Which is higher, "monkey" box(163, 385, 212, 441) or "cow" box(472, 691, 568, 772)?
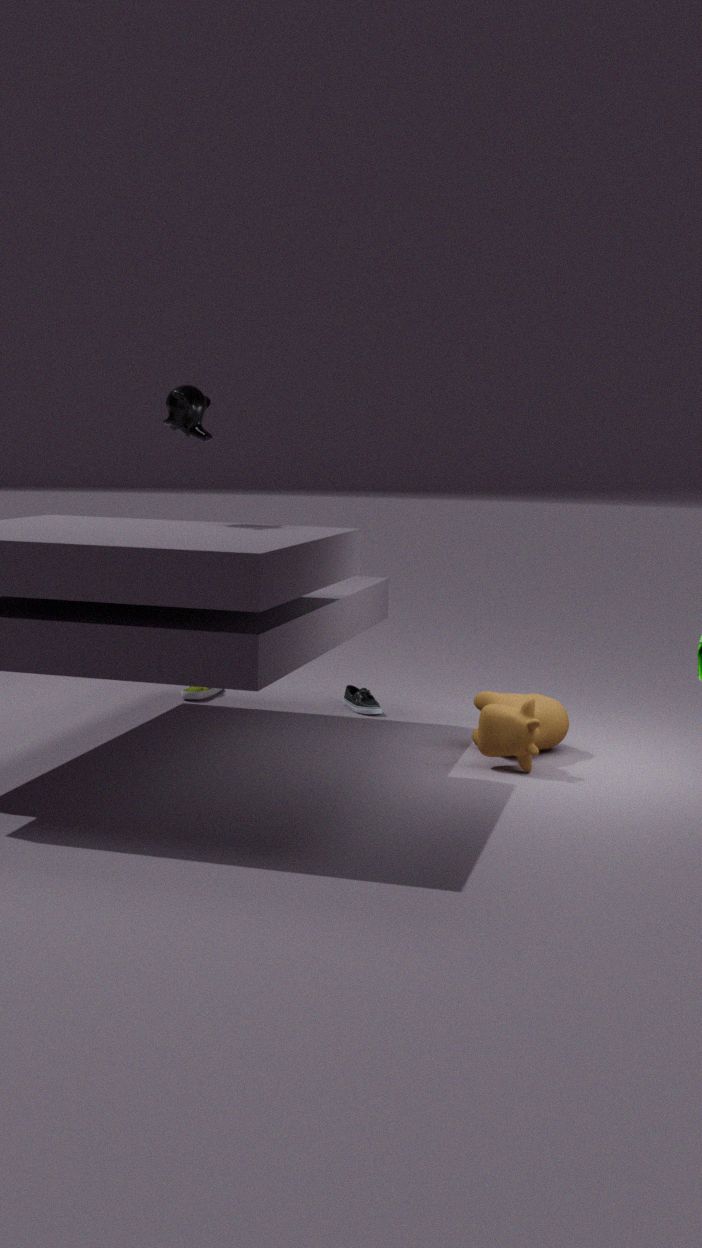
"monkey" box(163, 385, 212, 441)
